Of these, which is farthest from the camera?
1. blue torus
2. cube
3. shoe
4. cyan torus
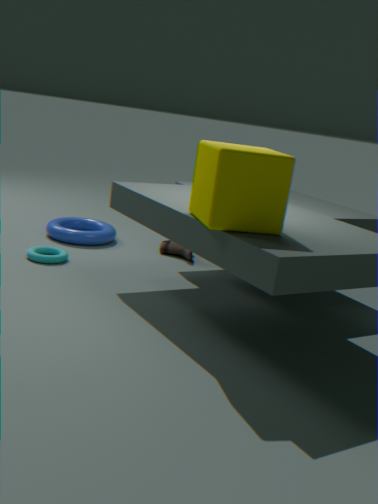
blue torus
